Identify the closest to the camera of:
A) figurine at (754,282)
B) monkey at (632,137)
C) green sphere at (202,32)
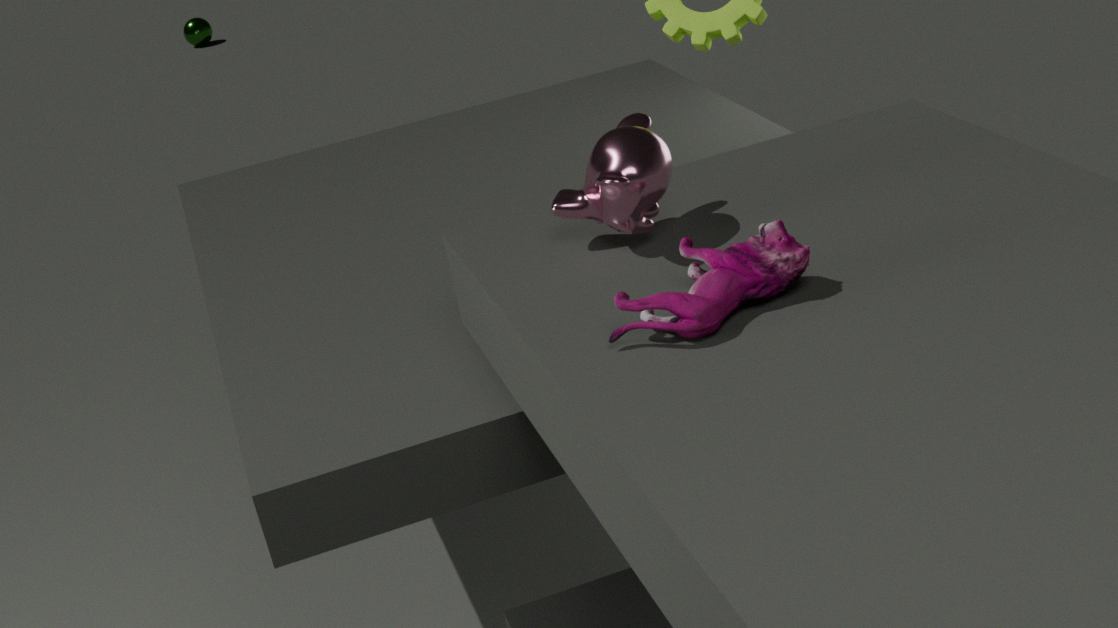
figurine at (754,282)
